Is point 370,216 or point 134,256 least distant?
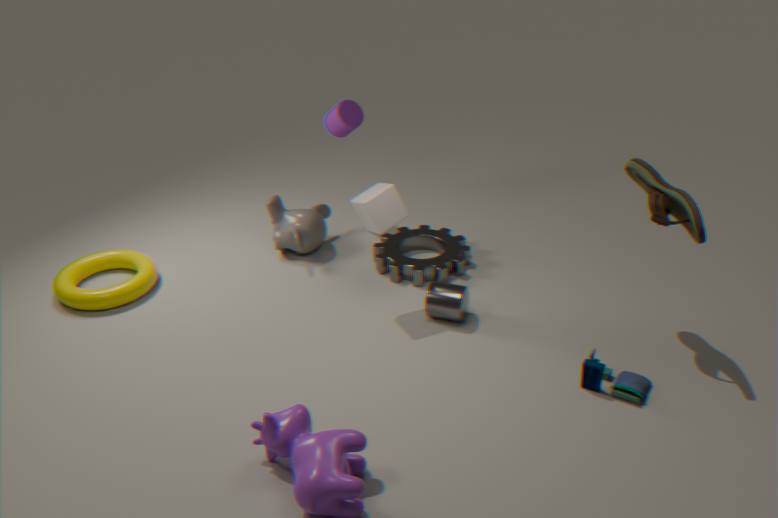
point 370,216
